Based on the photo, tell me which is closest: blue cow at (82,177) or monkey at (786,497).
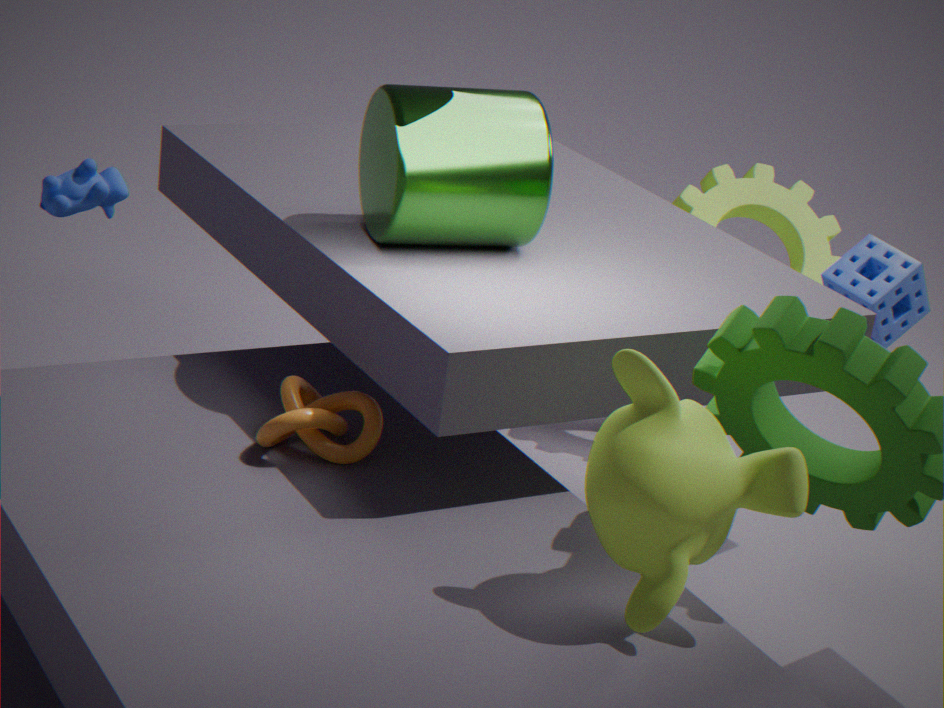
monkey at (786,497)
